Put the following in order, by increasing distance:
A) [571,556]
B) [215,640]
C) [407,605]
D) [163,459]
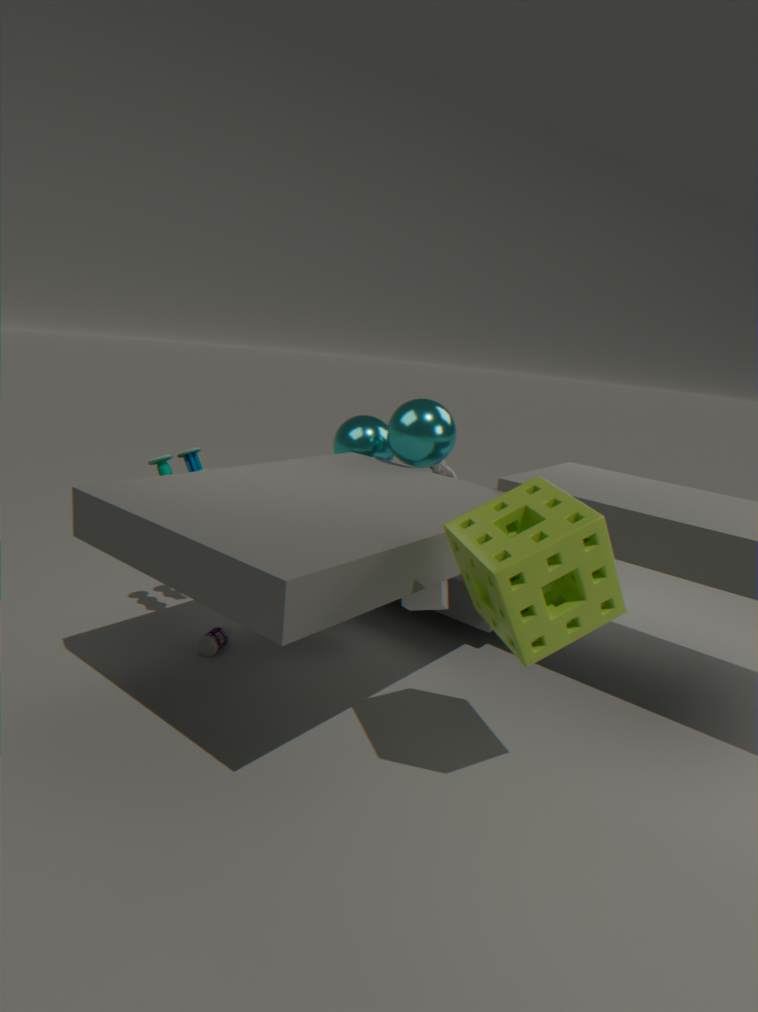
[571,556] → [407,605] → [215,640] → [163,459]
